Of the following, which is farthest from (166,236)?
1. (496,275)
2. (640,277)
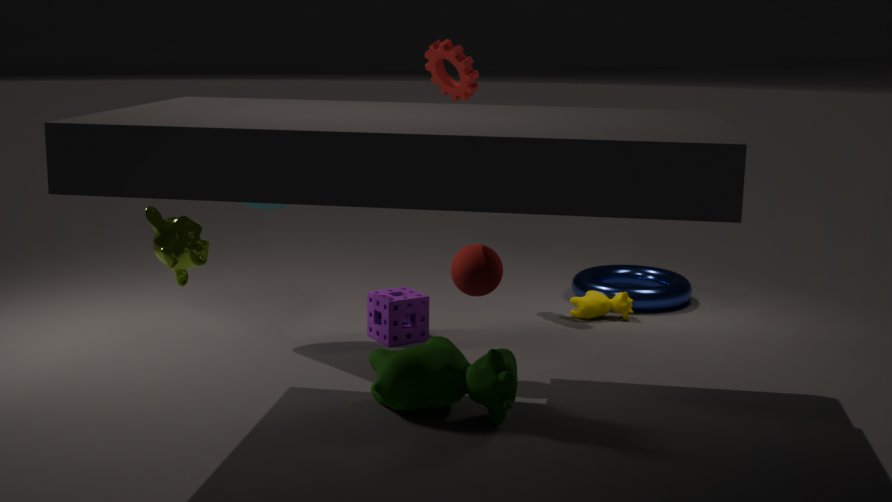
(640,277)
